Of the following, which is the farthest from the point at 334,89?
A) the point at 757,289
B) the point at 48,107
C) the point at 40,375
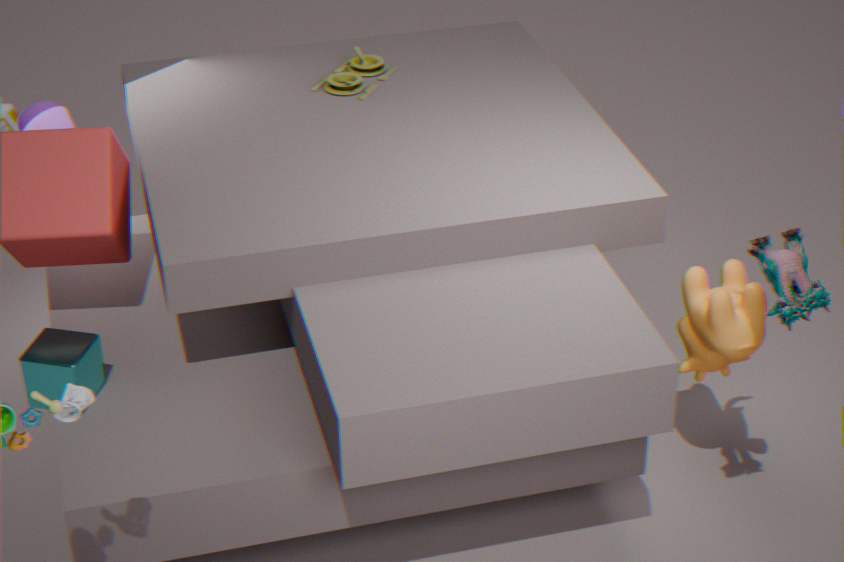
the point at 757,289
